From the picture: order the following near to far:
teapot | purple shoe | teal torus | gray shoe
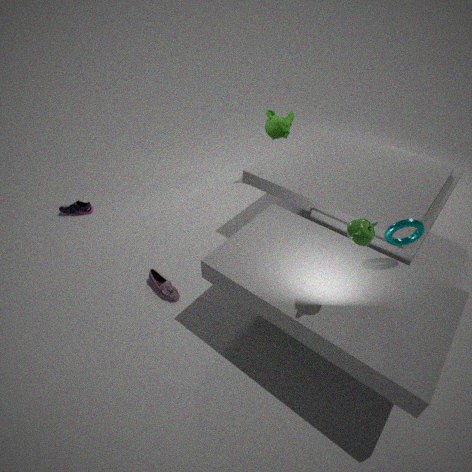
teapot, teal torus, gray shoe, purple shoe
